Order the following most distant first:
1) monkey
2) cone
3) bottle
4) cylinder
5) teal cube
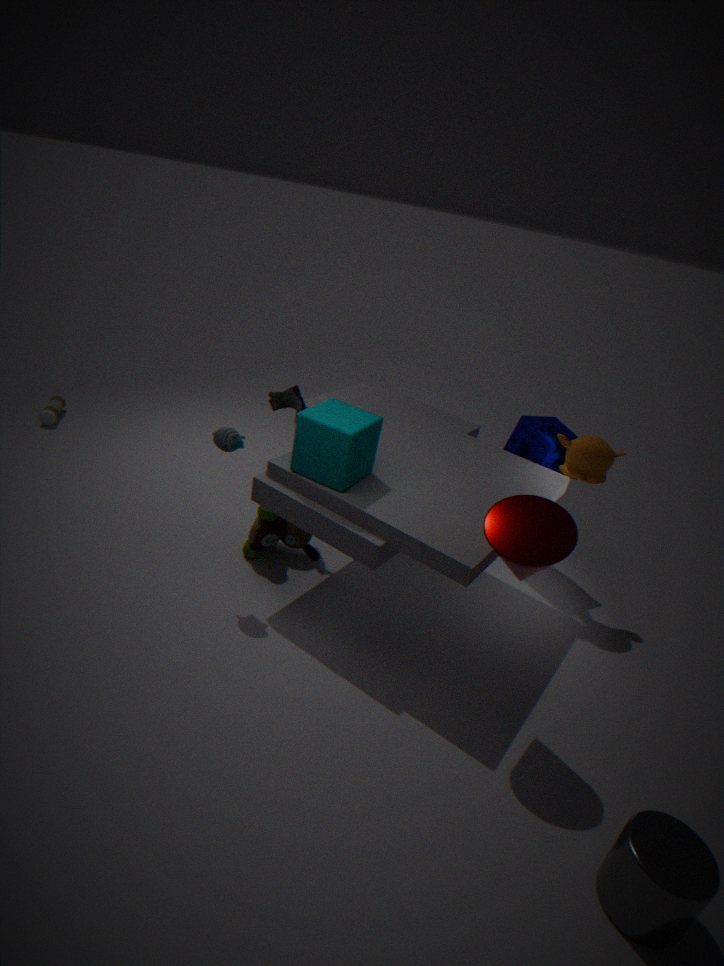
3. bottle
1. monkey
5. teal cube
2. cone
4. cylinder
